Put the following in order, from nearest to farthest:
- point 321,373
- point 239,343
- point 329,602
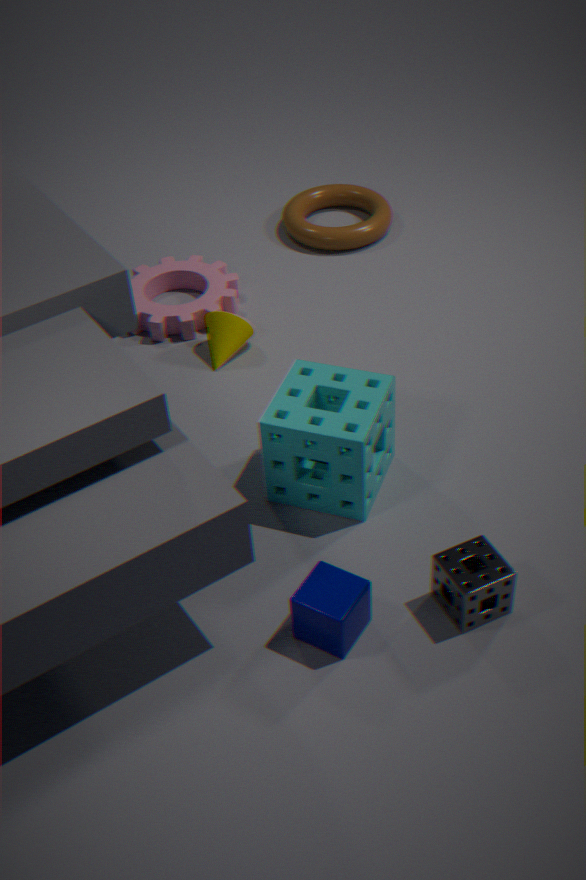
point 329,602, point 321,373, point 239,343
